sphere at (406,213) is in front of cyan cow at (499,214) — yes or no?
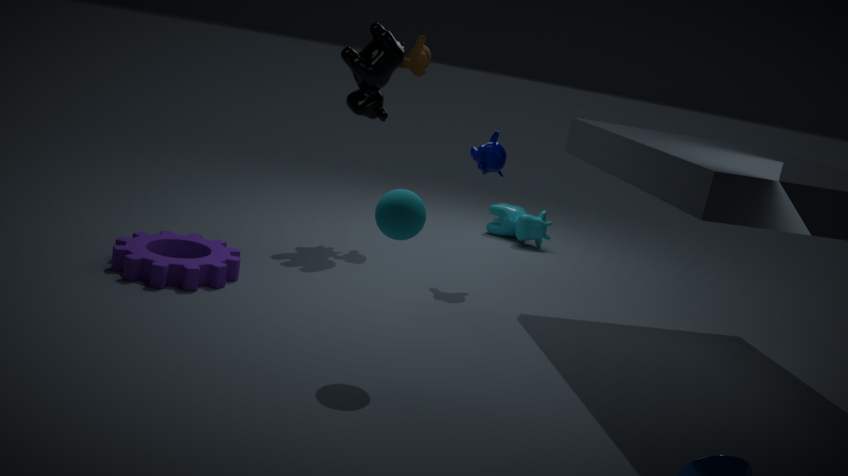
Yes
